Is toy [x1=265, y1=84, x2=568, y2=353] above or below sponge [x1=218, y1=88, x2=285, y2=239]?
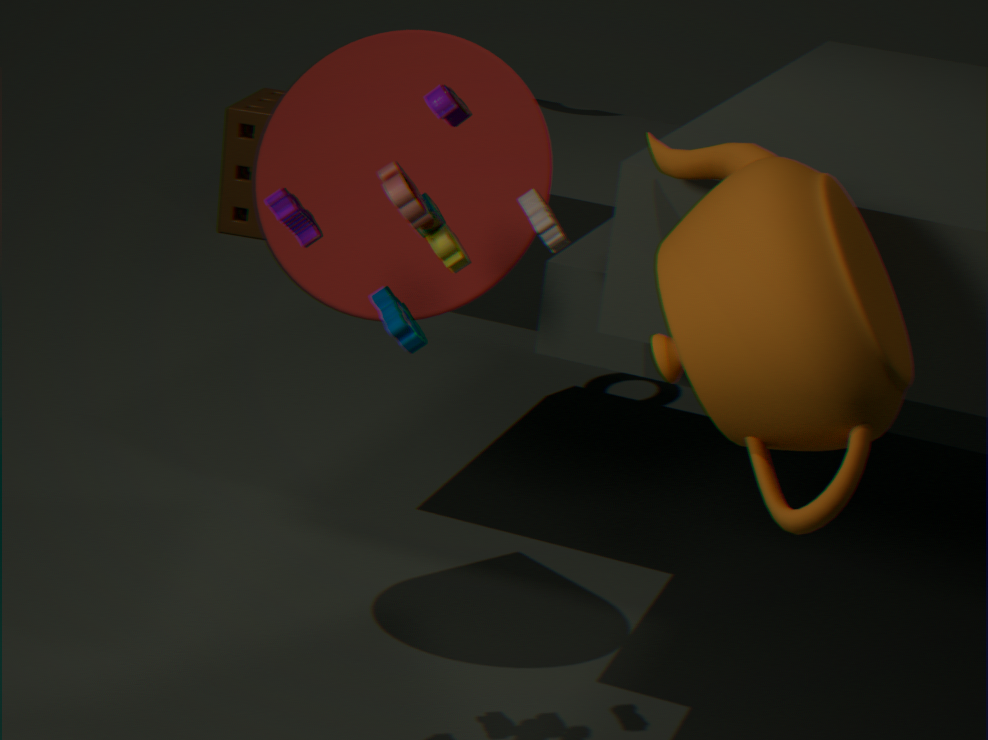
above
